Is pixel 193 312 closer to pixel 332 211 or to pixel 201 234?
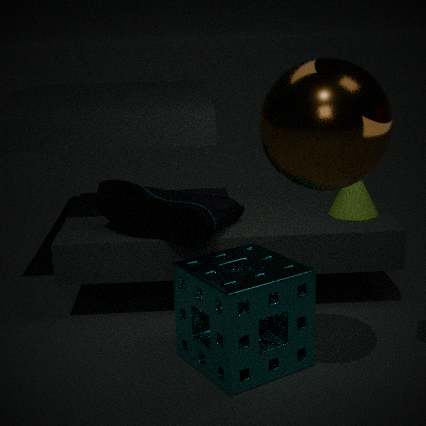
pixel 201 234
